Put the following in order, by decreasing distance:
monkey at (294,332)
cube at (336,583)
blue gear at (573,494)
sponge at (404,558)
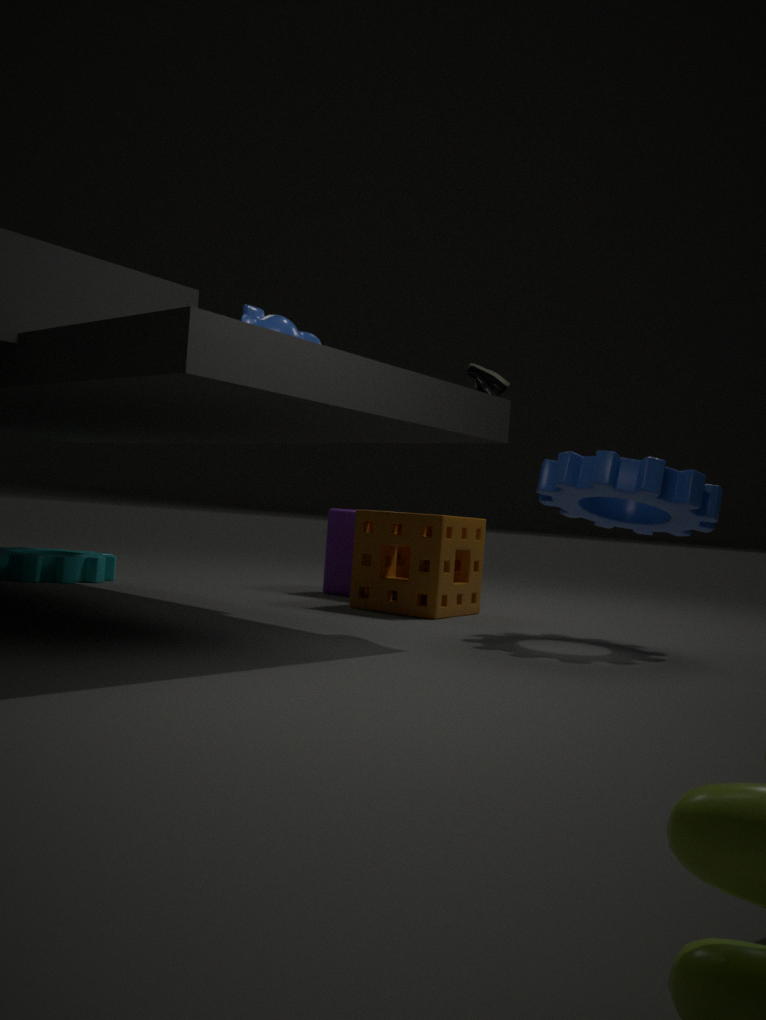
cube at (336,583) → sponge at (404,558) → blue gear at (573,494) → monkey at (294,332)
